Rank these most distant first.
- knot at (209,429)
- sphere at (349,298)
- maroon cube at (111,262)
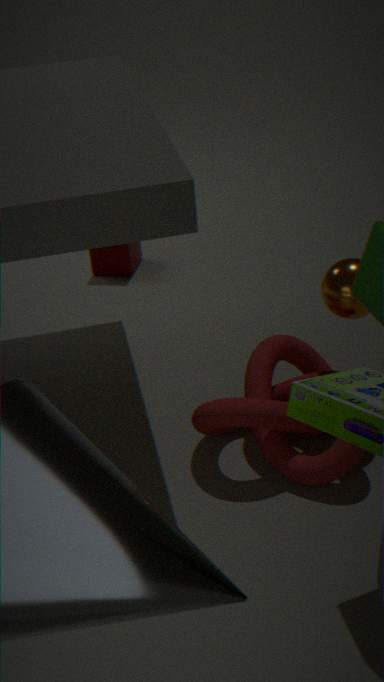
maroon cube at (111,262), sphere at (349,298), knot at (209,429)
